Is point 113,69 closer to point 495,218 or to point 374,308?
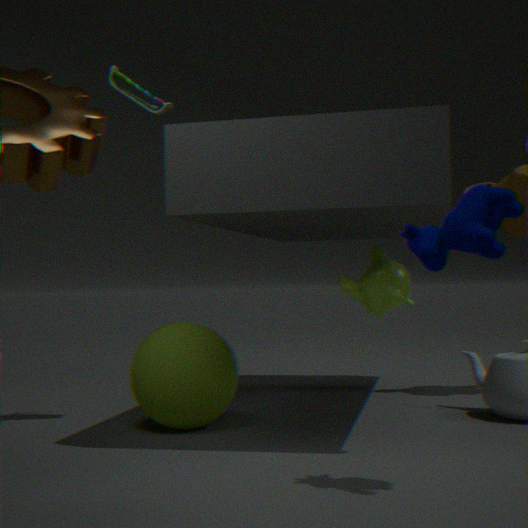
point 374,308
